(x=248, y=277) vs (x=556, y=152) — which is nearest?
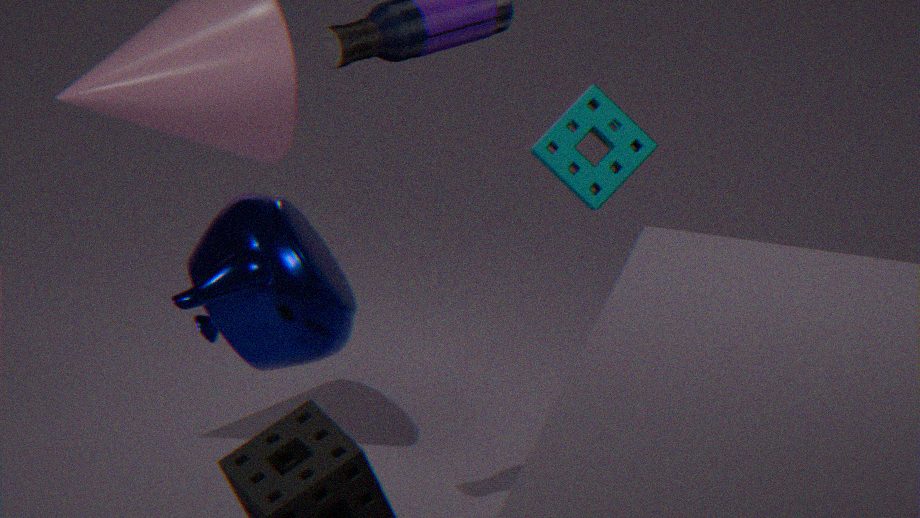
(x=248, y=277)
